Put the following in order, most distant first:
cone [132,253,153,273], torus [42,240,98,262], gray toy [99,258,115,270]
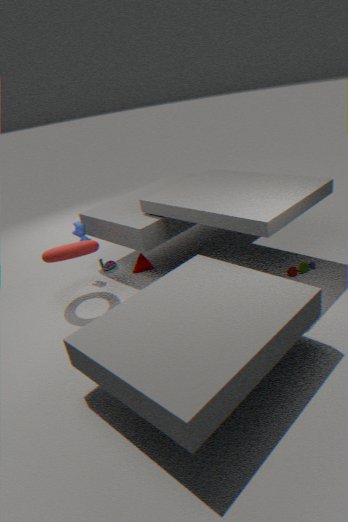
gray toy [99,258,115,270] → cone [132,253,153,273] → torus [42,240,98,262]
